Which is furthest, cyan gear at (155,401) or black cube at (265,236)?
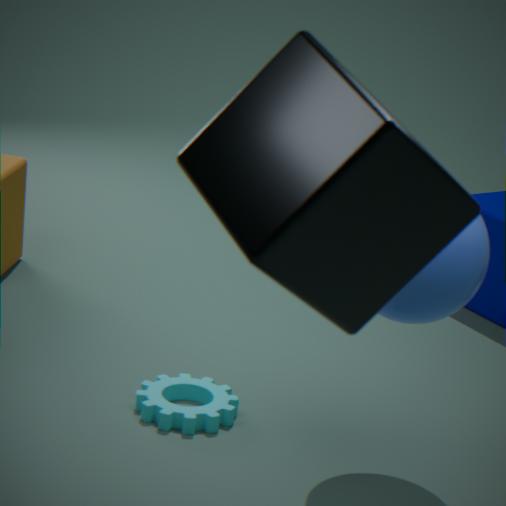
cyan gear at (155,401)
